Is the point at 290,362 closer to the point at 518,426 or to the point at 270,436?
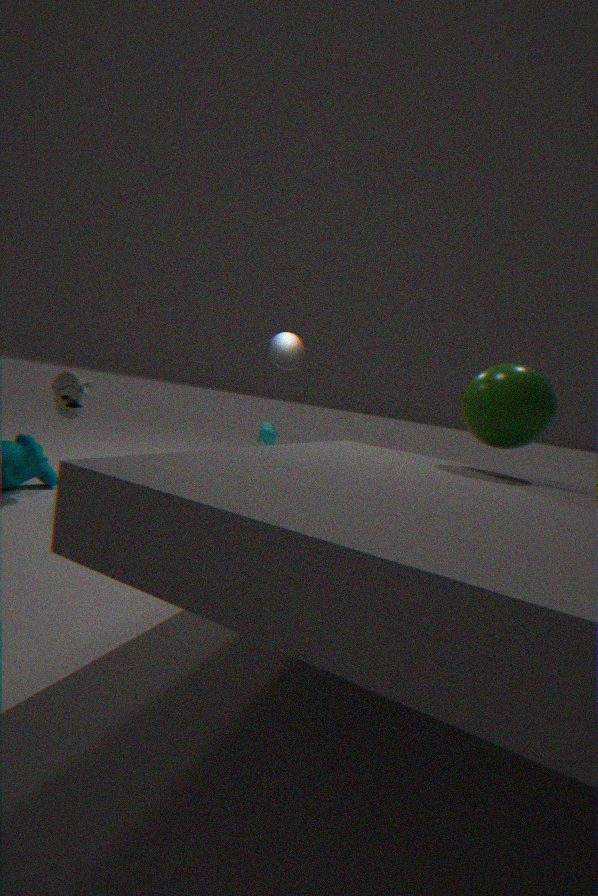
the point at 270,436
